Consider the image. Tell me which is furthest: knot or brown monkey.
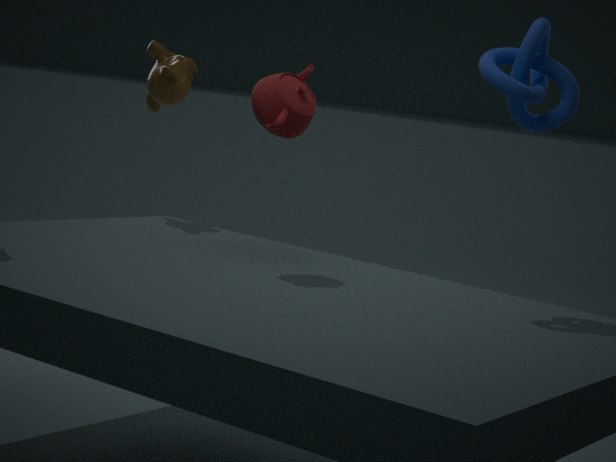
brown monkey
